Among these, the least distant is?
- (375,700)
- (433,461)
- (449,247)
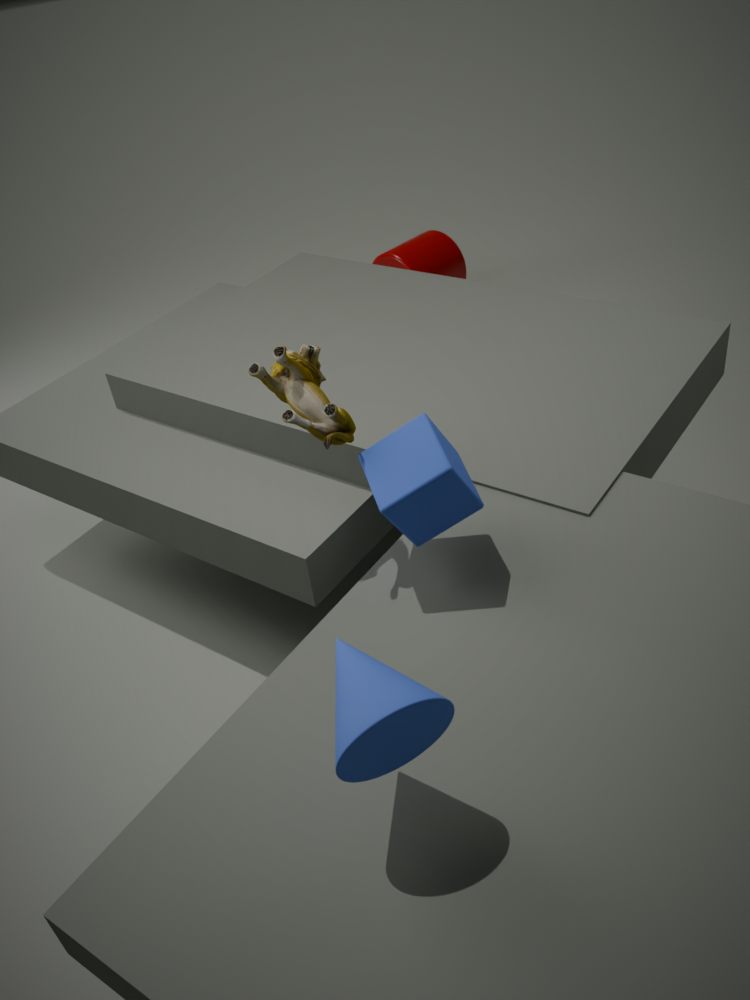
(375,700)
